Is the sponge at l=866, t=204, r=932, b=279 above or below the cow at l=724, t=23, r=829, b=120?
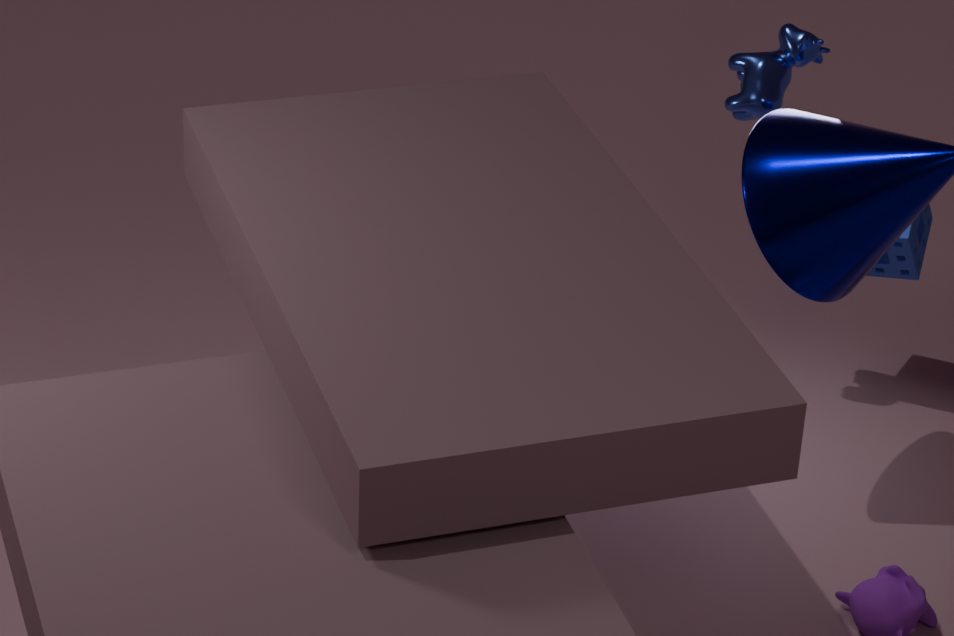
below
